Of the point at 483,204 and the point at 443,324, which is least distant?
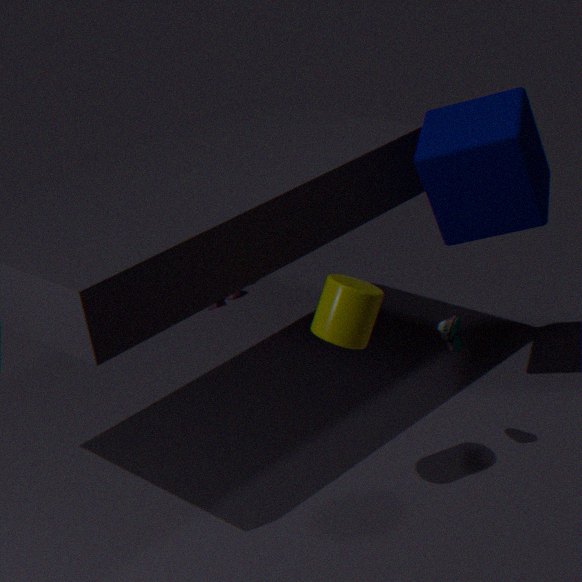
the point at 443,324
